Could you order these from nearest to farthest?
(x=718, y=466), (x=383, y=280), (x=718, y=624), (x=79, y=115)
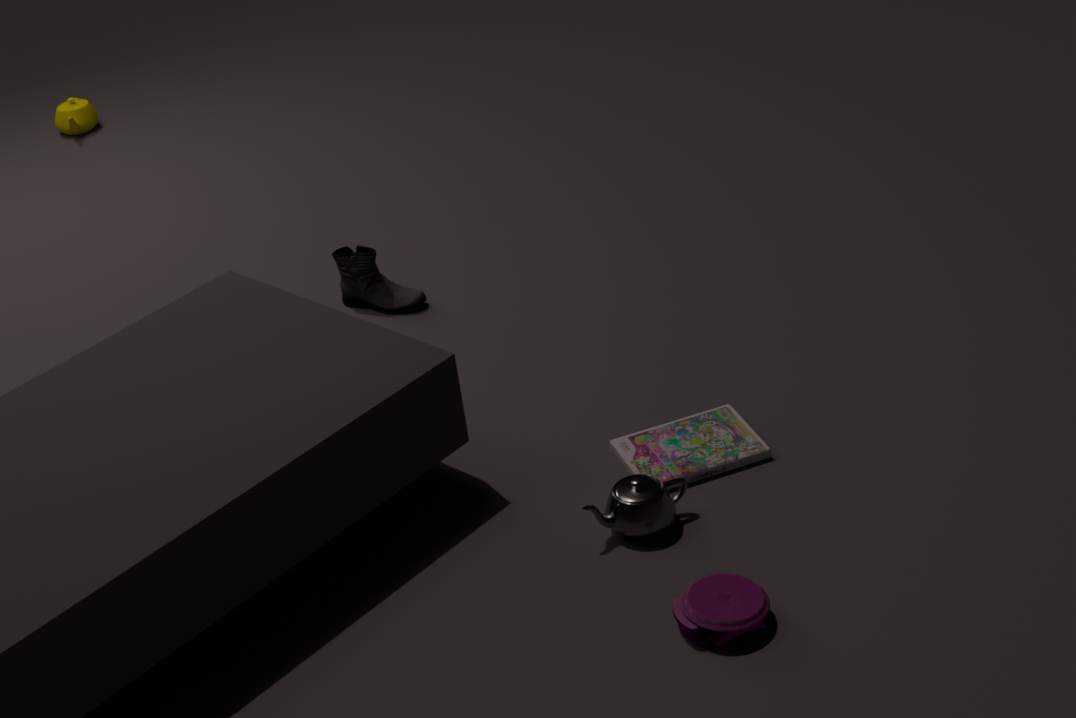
(x=718, y=624) < (x=718, y=466) < (x=383, y=280) < (x=79, y=115)
